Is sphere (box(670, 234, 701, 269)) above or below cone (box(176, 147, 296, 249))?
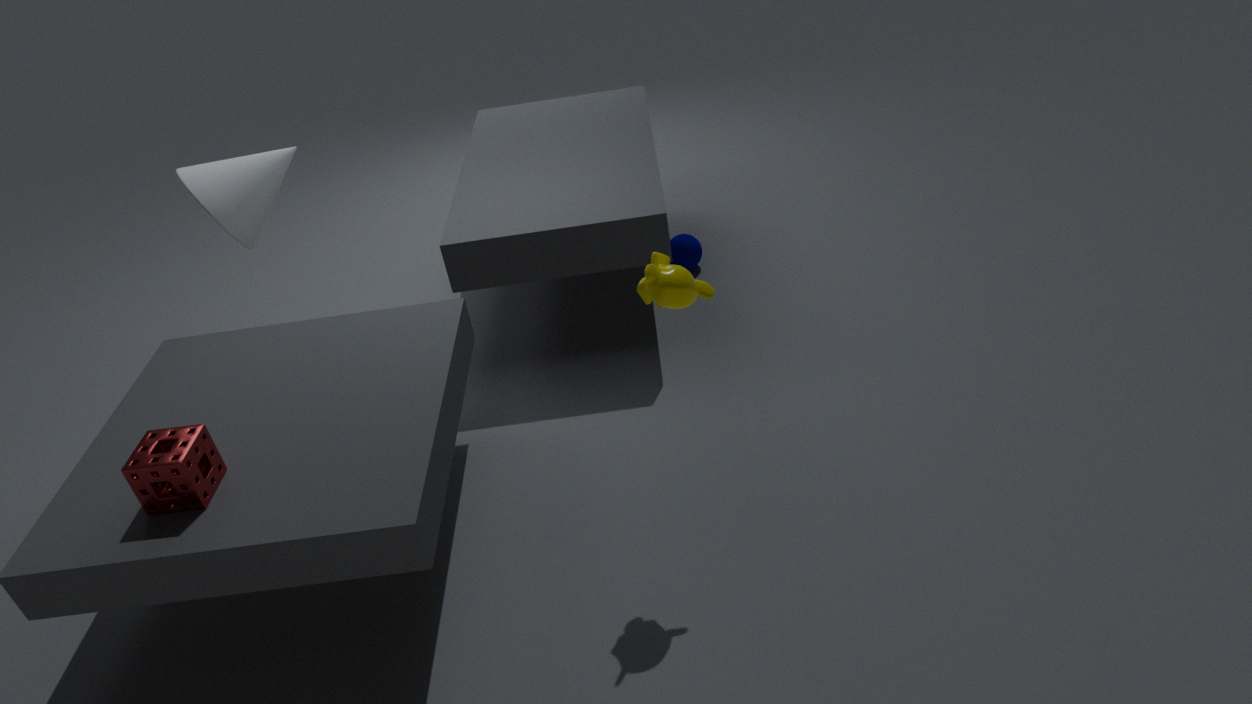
below
